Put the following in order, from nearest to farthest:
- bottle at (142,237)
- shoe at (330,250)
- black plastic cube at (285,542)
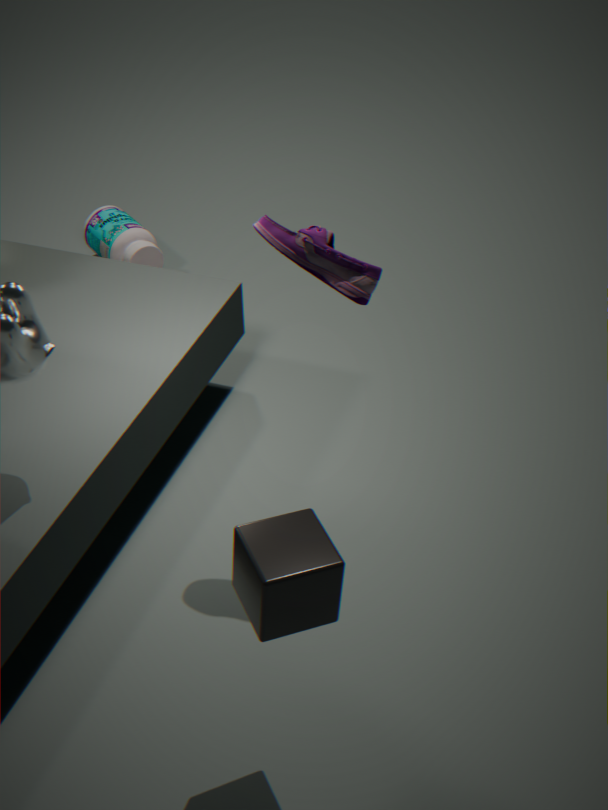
black plastic cube at (285,542)
shoe at (330,250)
bottle at (142,237)
